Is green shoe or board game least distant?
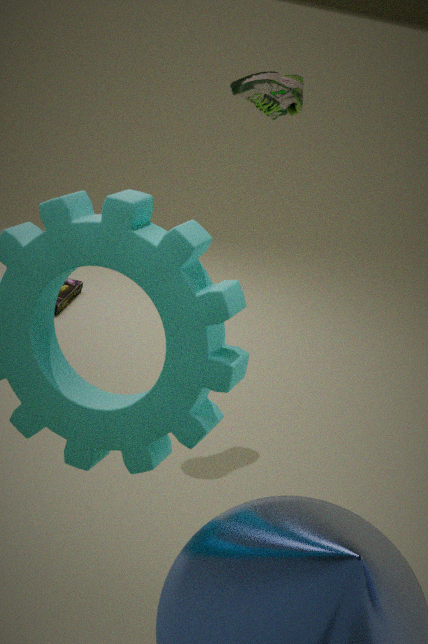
green shoe
